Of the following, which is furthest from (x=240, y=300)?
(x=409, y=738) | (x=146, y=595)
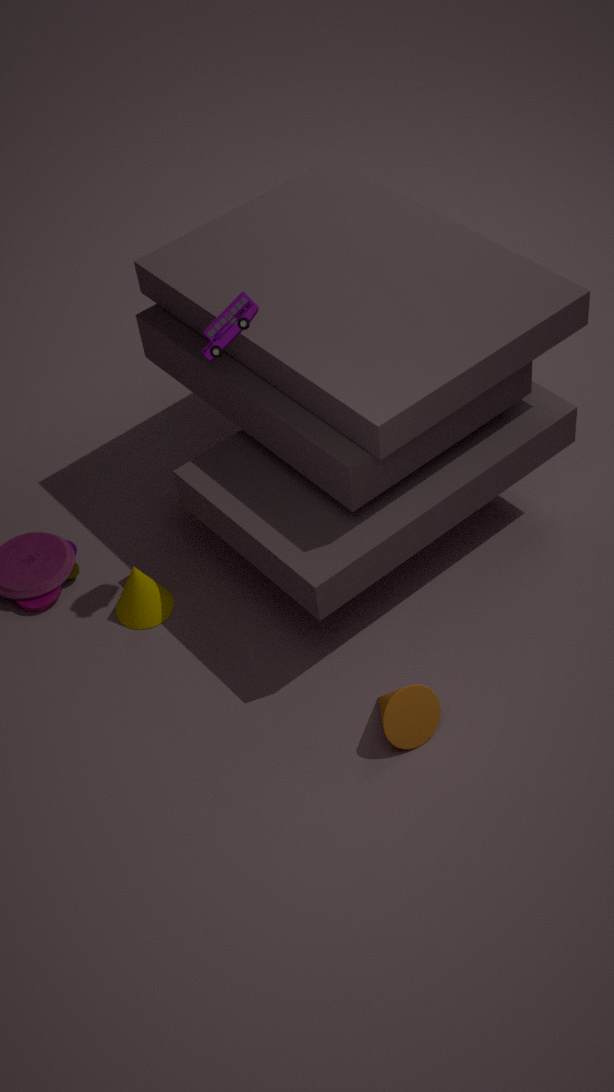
(x=409, y=738)
